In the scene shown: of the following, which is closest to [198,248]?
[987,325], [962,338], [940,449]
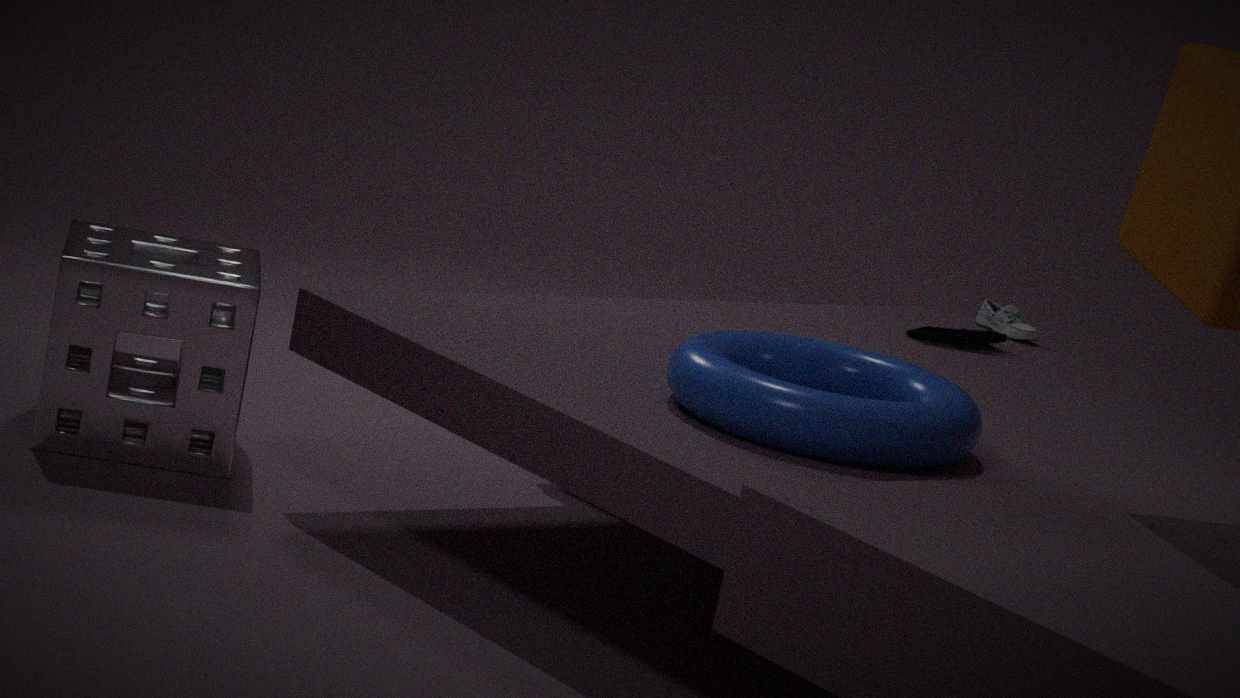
[940,449]
